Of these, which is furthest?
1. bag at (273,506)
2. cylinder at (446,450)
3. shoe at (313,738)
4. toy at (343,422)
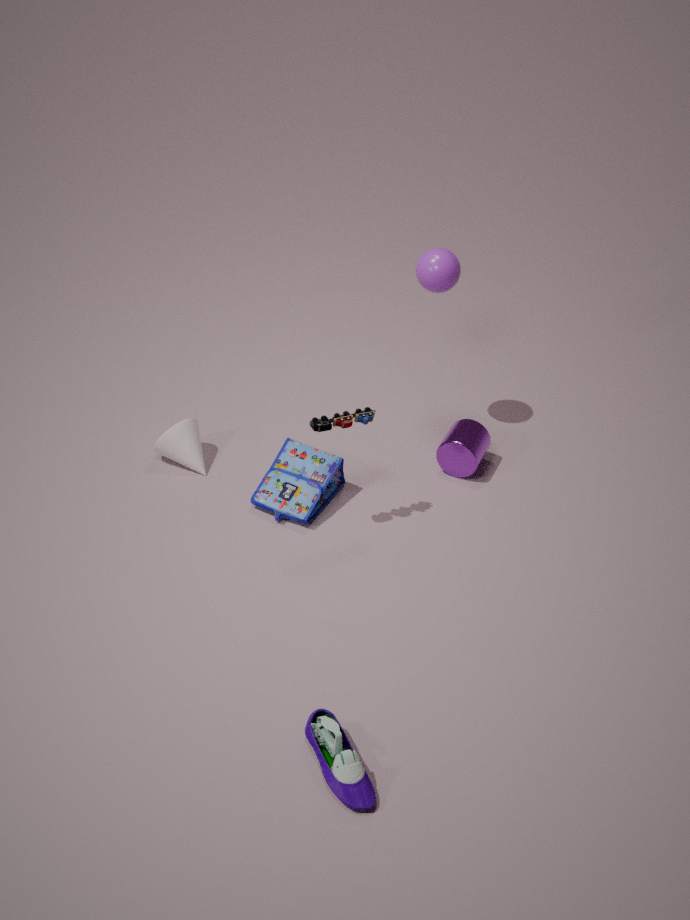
cylinder at (446,450)
